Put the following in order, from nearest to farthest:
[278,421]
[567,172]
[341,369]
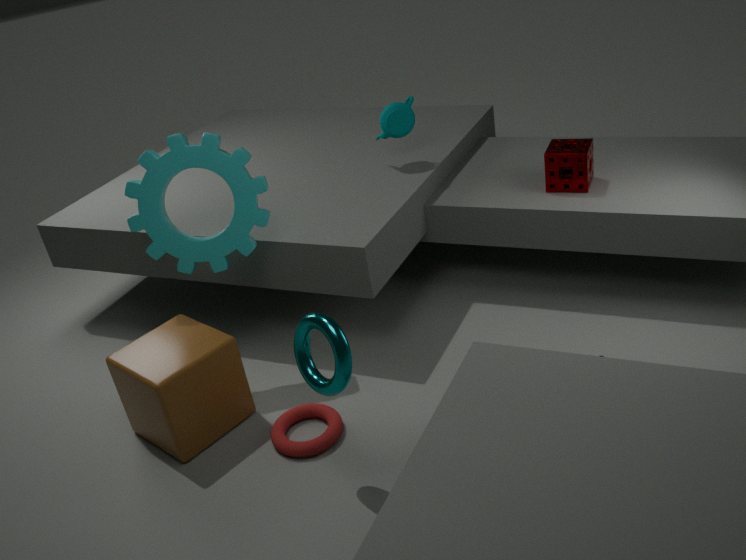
[341,369] < [278,421] < [567,172]
